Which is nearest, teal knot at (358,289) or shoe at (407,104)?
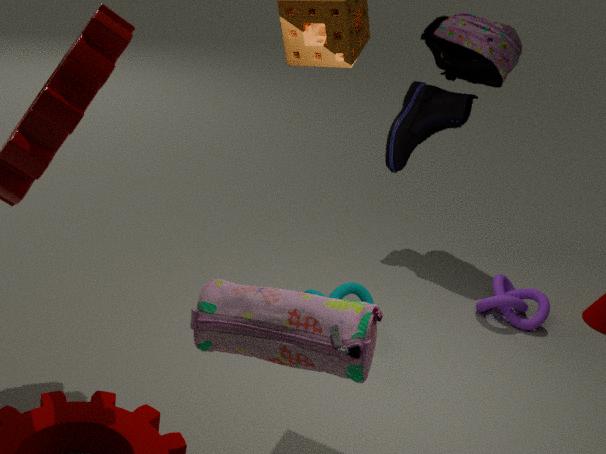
teal knot at (358,289)
